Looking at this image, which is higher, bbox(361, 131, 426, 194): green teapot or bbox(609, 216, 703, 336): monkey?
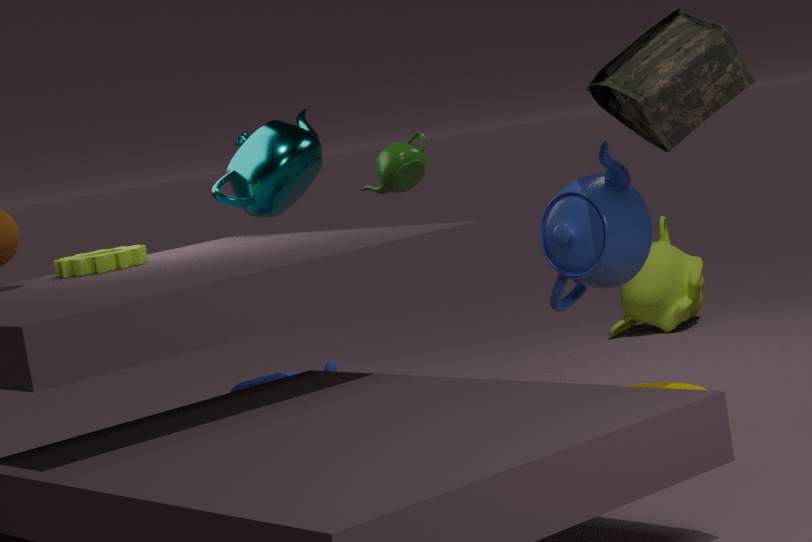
bbox(361, 131, 426, 194): green teapot
